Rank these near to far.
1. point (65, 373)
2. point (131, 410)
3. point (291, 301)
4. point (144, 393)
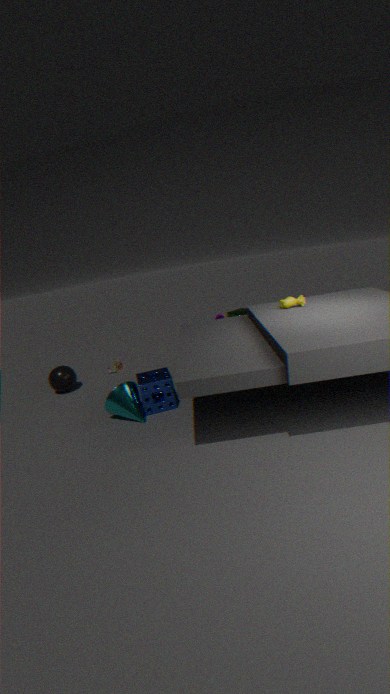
point (131, 410)
point (291, 301)
point (144, 393)
point (65, 373)
